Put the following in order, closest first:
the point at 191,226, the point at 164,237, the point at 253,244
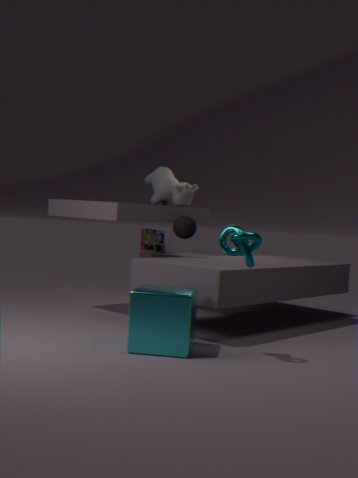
1. the point at 253,244
2. the point at 191,226
3. the point at 164,237
